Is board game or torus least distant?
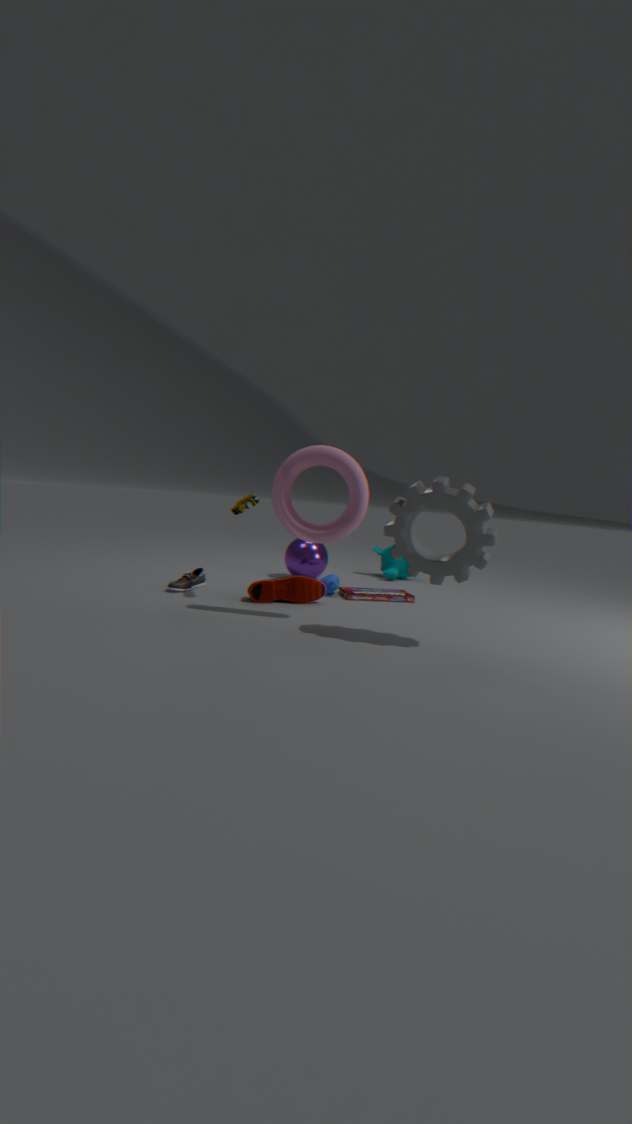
torus
